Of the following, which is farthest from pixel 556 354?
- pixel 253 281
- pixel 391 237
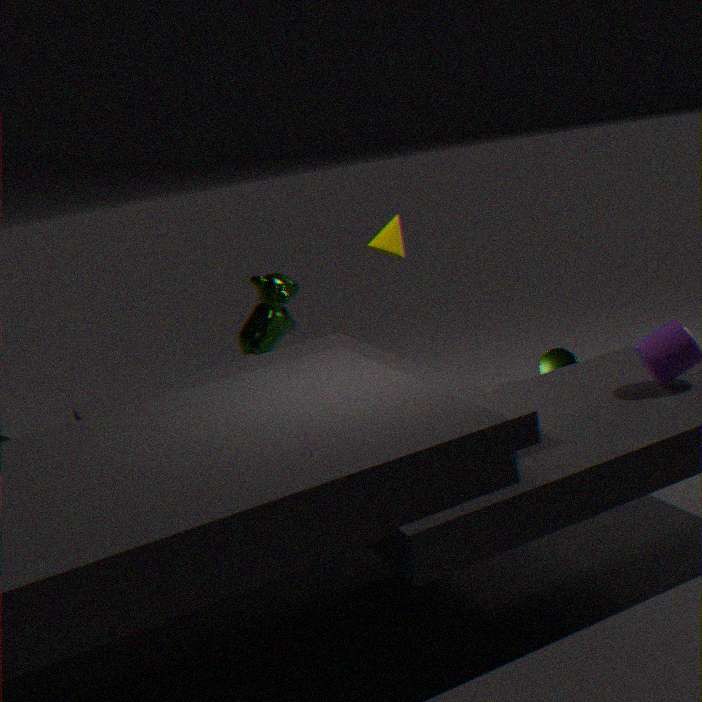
pixel 253 281
